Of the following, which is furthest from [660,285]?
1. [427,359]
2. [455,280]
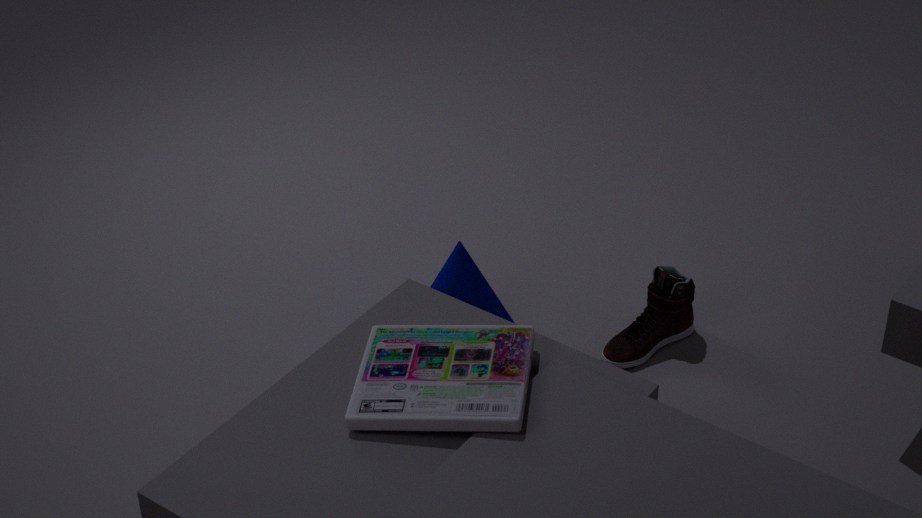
[427,359]
